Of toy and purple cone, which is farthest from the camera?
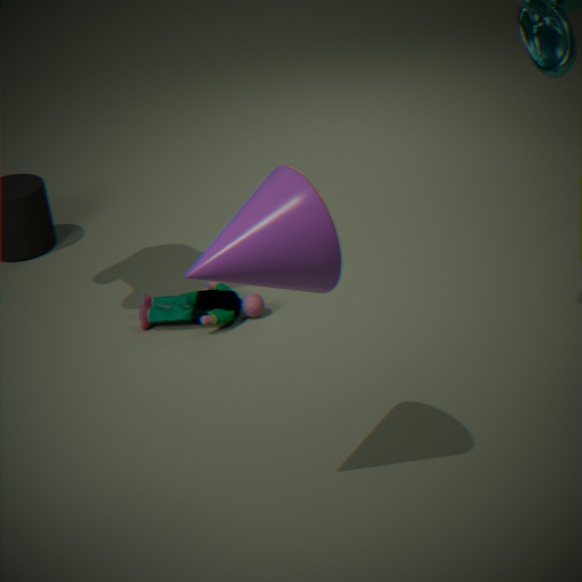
toy
